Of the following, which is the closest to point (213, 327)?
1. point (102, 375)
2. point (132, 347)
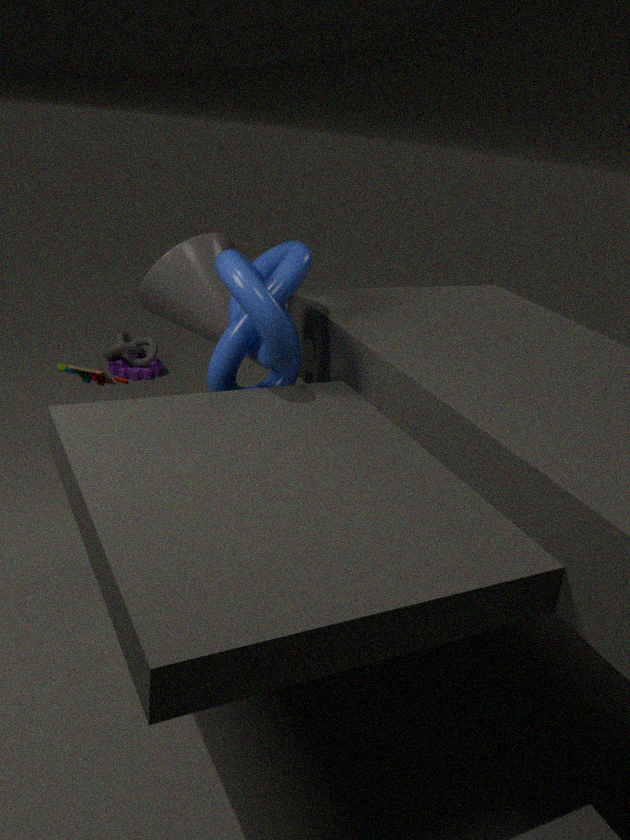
point (102, 375)
